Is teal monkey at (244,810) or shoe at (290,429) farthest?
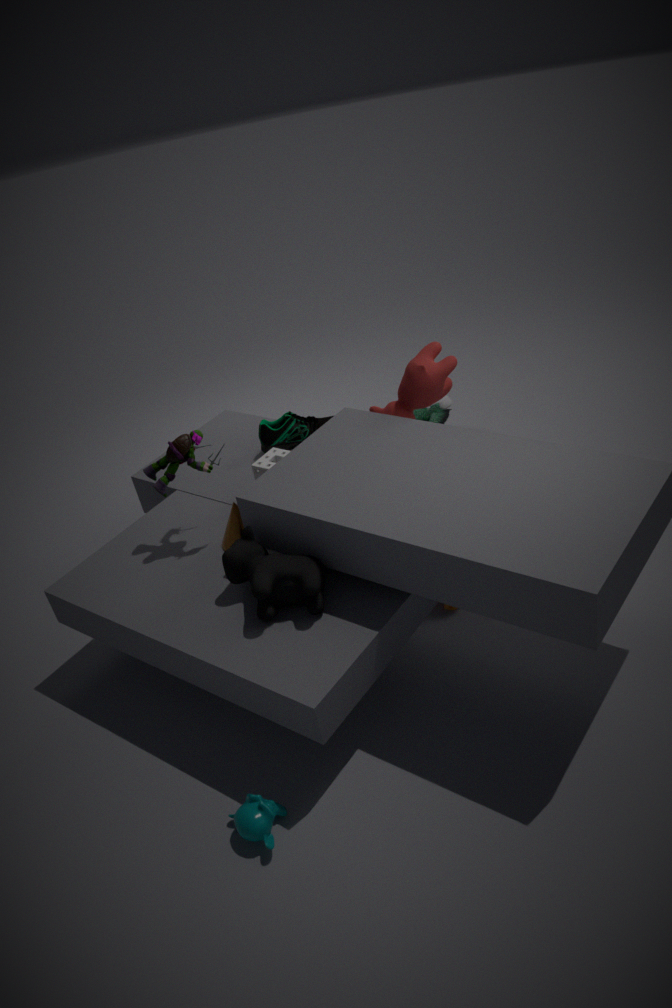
shoe at (290,429)
